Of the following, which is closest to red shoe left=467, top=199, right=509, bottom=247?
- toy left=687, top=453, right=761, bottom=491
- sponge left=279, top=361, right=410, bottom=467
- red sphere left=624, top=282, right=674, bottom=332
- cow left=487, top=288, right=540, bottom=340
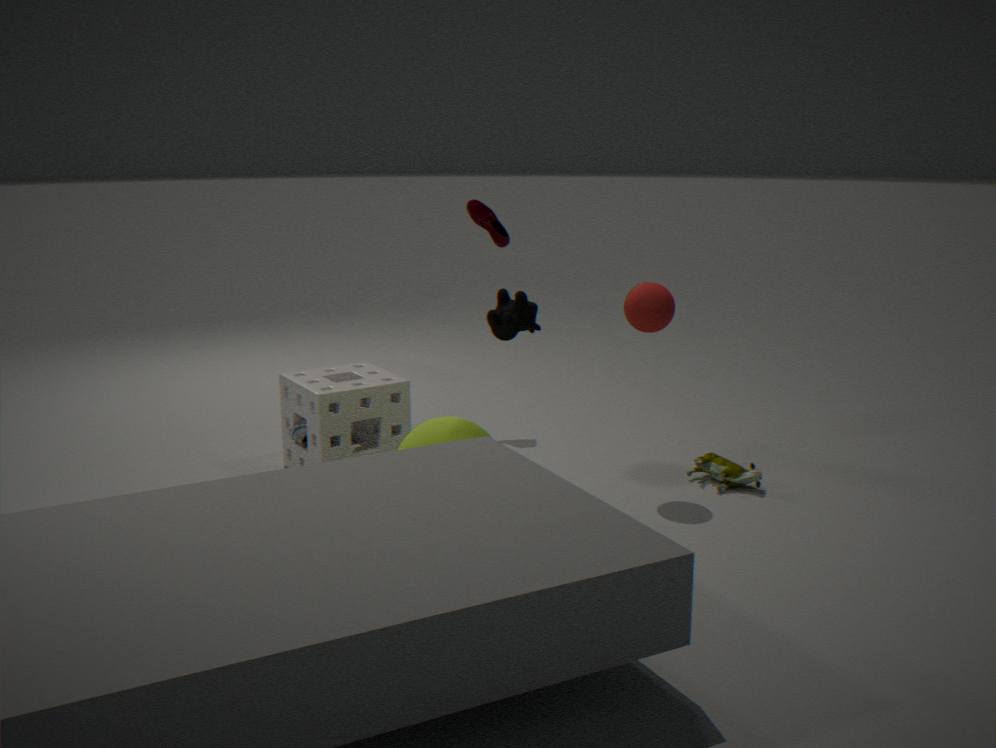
sponge left=279, top=361, right=410, bottom=467
